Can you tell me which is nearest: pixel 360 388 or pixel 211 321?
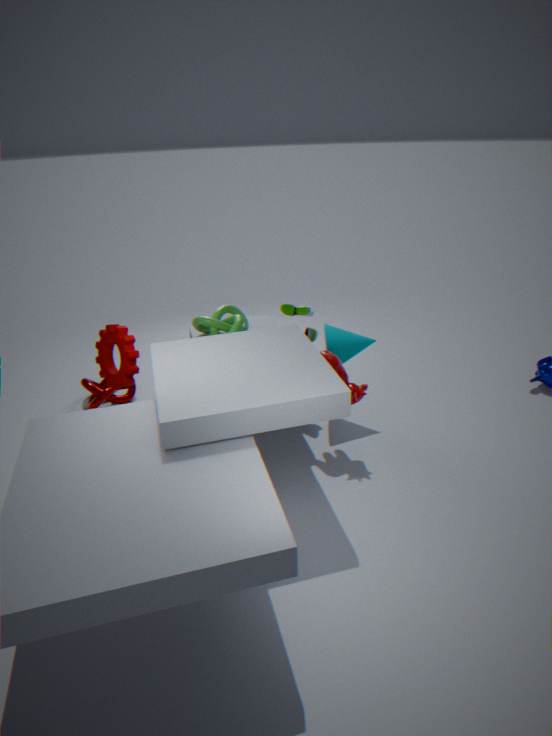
pixel 360 388
